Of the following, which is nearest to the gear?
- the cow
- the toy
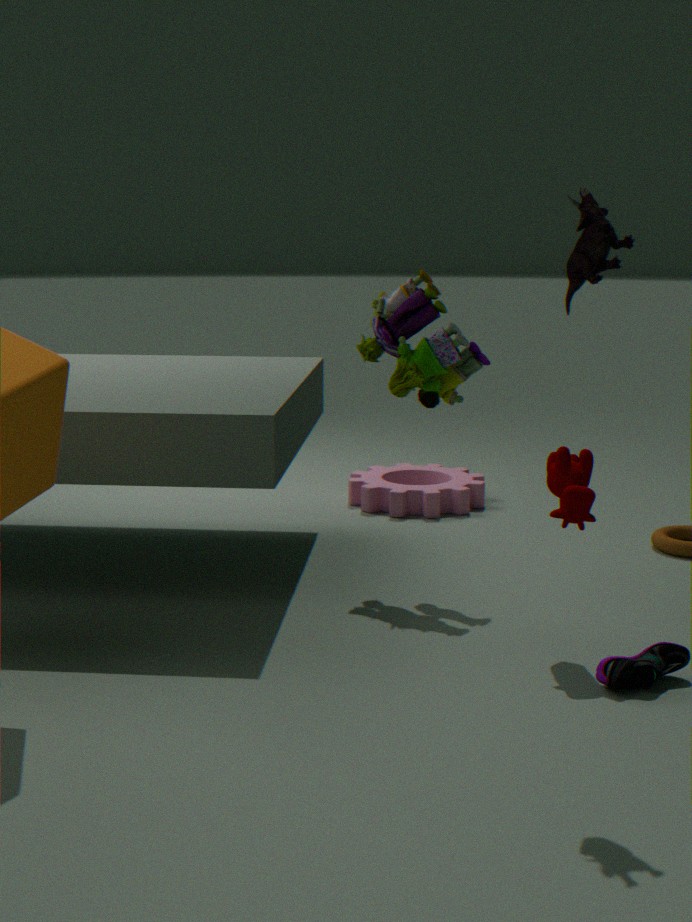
the toy
